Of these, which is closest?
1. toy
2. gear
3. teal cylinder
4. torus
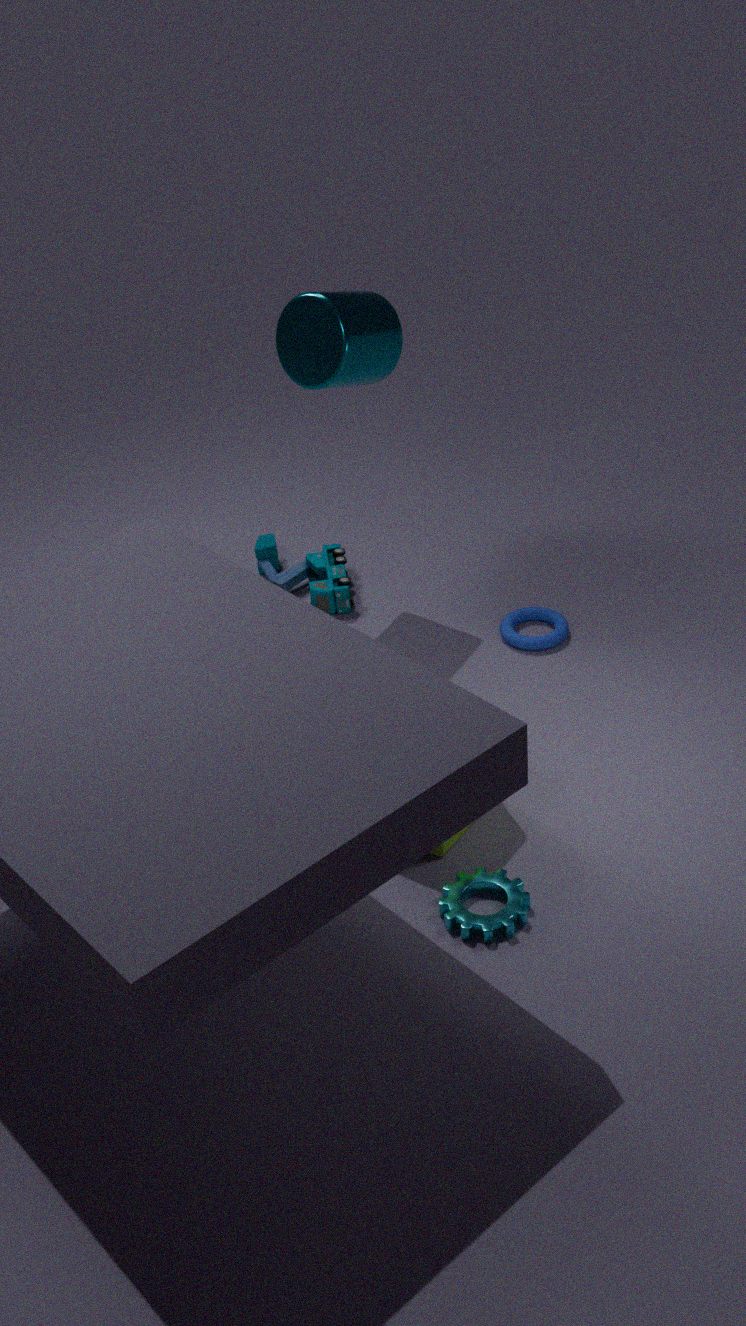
gear
